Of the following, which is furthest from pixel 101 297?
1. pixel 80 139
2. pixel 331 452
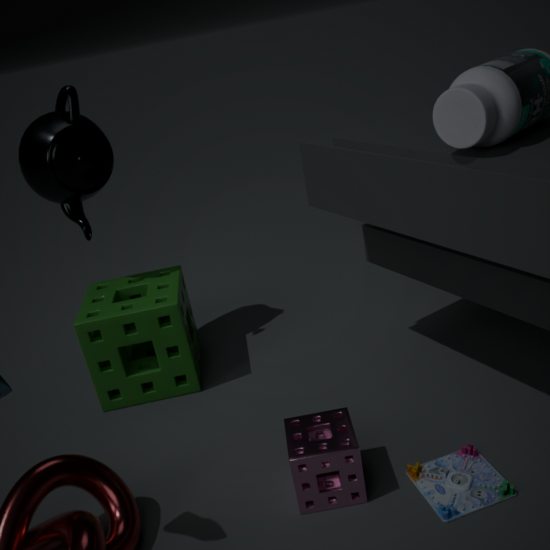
pixel 331 452
